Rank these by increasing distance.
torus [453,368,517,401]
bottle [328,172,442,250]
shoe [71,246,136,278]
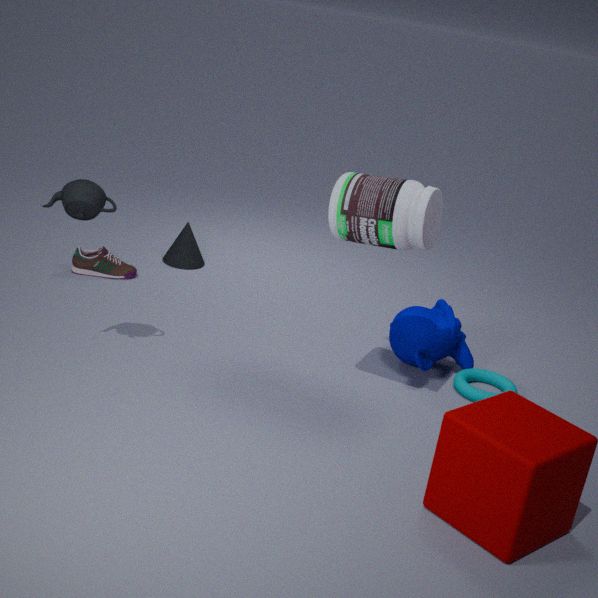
bottle [328,172,442,250]
torus [453,368,517,401]
shoe [71,246,136,278]
